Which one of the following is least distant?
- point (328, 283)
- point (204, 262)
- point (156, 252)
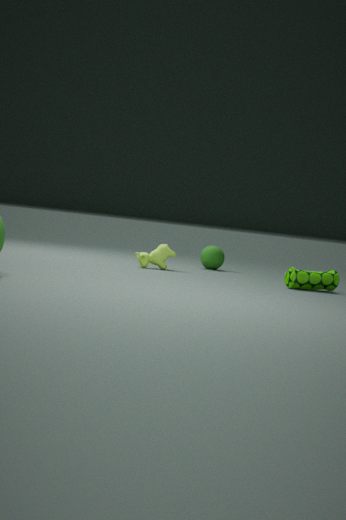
point (328, 283)
